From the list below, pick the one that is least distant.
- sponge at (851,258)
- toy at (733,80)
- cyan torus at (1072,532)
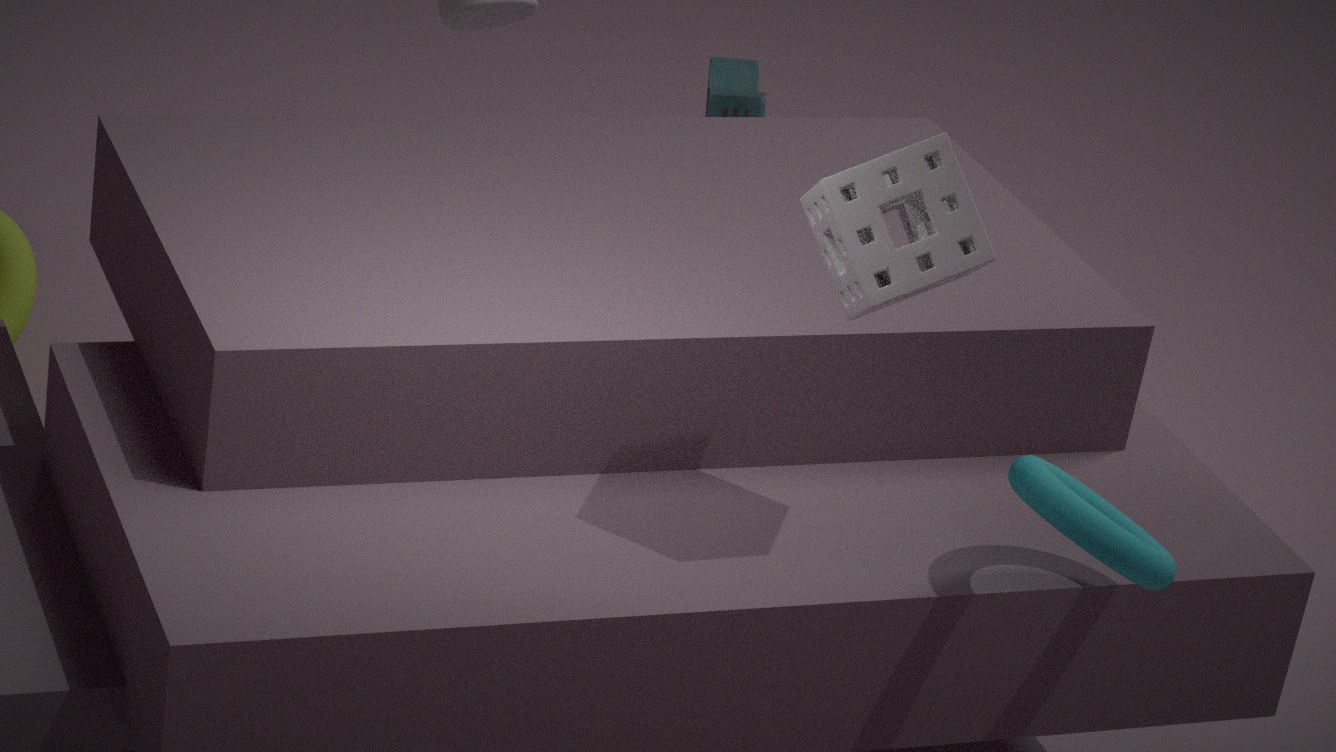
sponge at (851,258)
